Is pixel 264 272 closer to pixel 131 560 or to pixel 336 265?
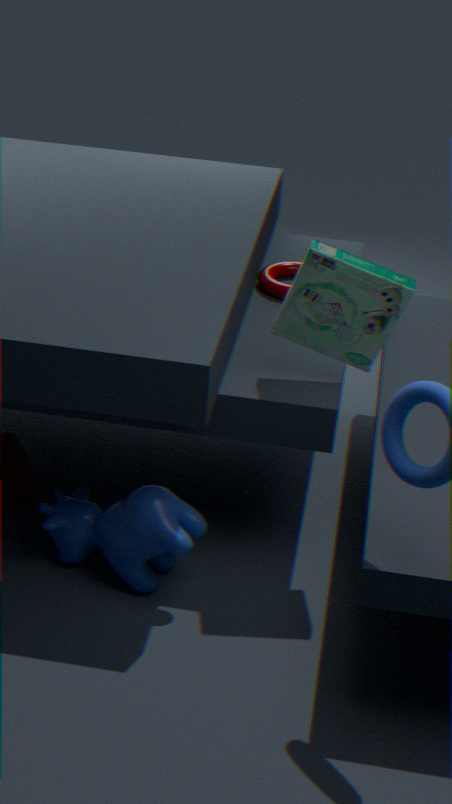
pixel 336 265
